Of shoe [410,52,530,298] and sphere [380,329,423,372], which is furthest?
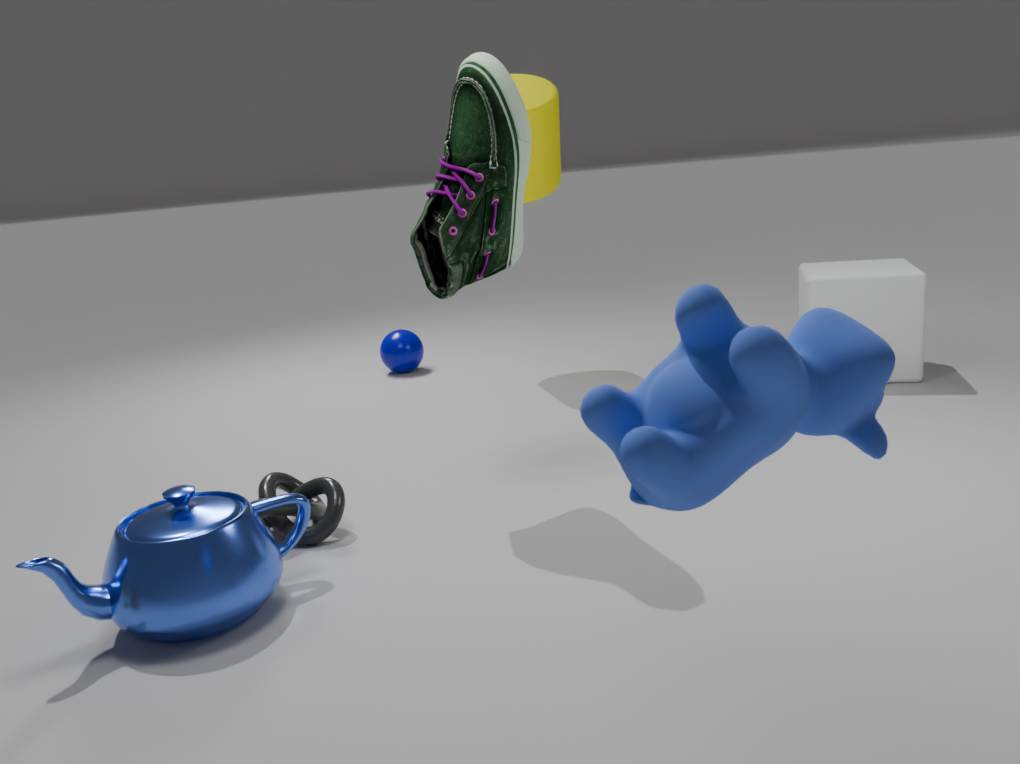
sphere [380,329,423,372]
